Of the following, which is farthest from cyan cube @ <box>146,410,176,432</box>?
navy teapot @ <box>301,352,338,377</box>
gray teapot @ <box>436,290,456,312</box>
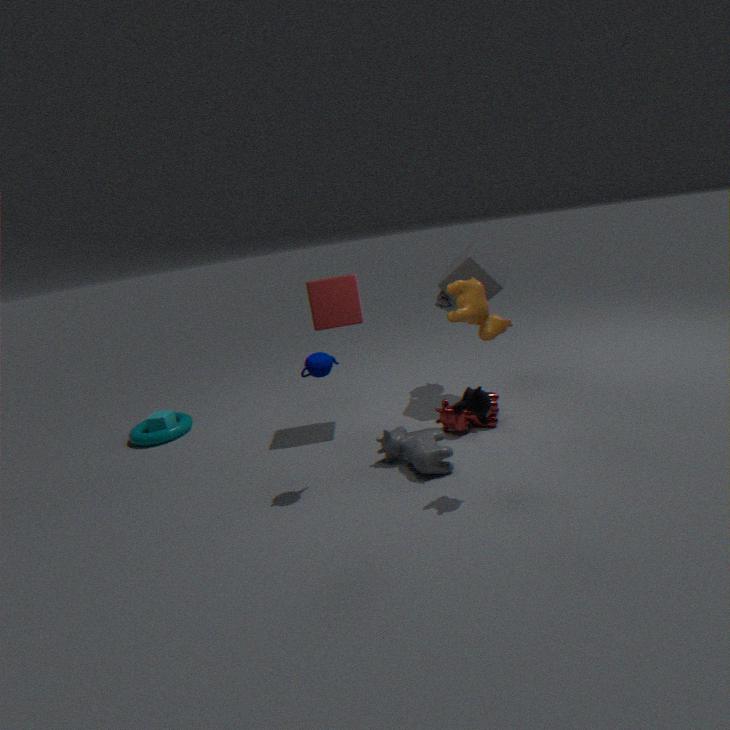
gray teapot @ <box>436,290,456,312</box>
